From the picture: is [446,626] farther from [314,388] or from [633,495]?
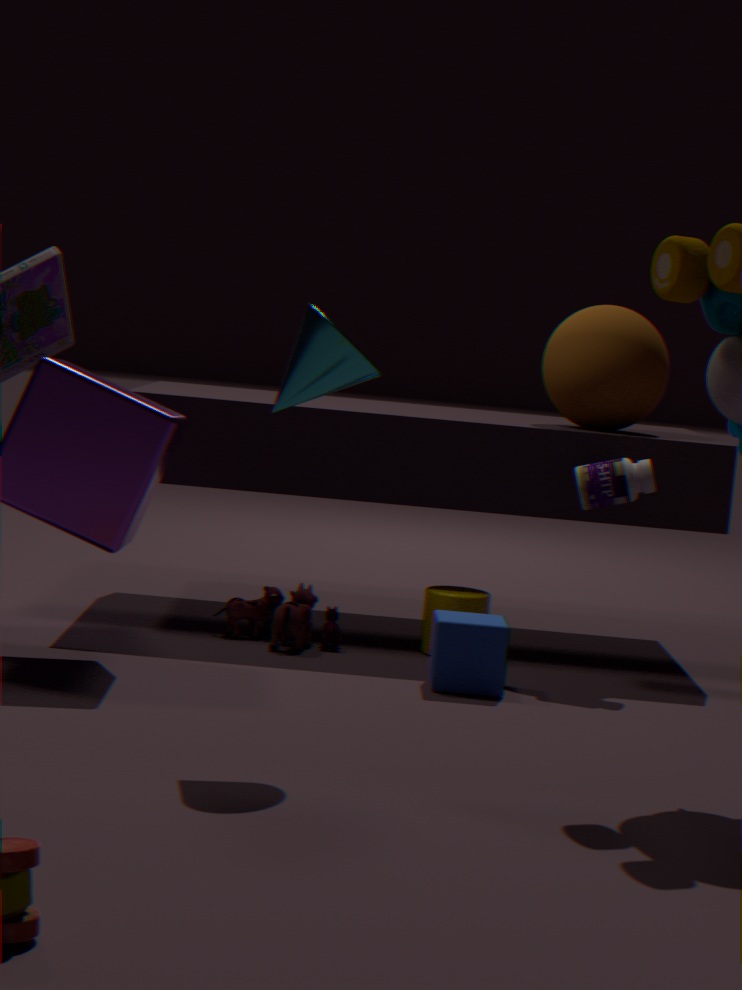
[314,388]
